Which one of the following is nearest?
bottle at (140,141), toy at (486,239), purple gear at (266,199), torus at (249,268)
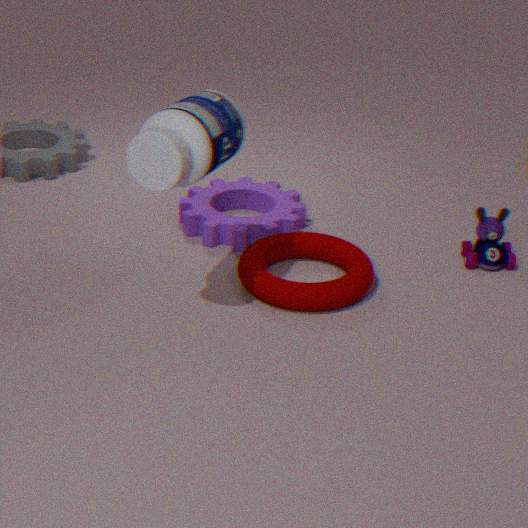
bottle at (140,141)
